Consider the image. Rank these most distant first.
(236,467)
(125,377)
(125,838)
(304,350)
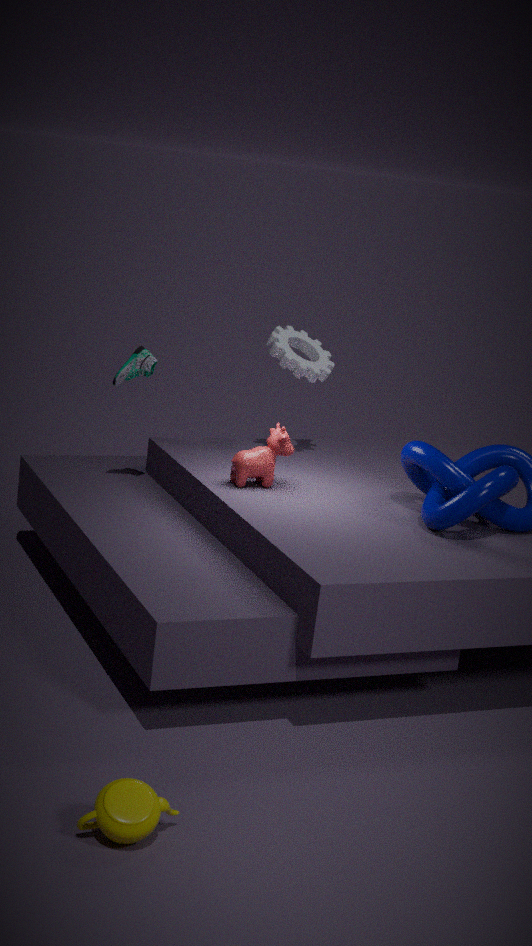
(304,350), (125,377), (236,467), (125,838)
